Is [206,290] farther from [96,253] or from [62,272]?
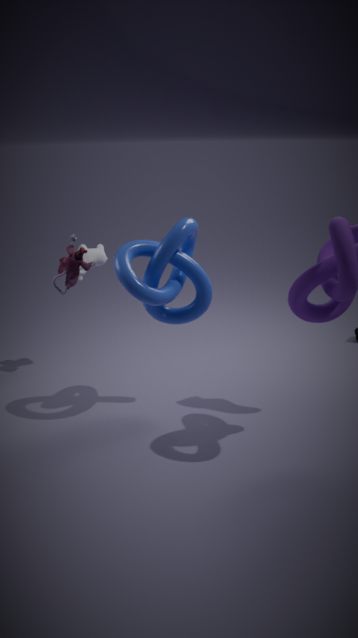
[96,253]
